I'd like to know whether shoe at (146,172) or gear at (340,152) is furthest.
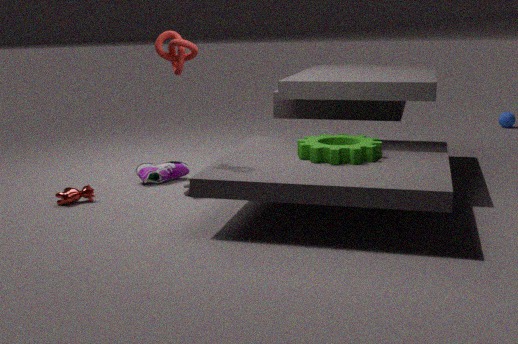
shoe at (146,172)
